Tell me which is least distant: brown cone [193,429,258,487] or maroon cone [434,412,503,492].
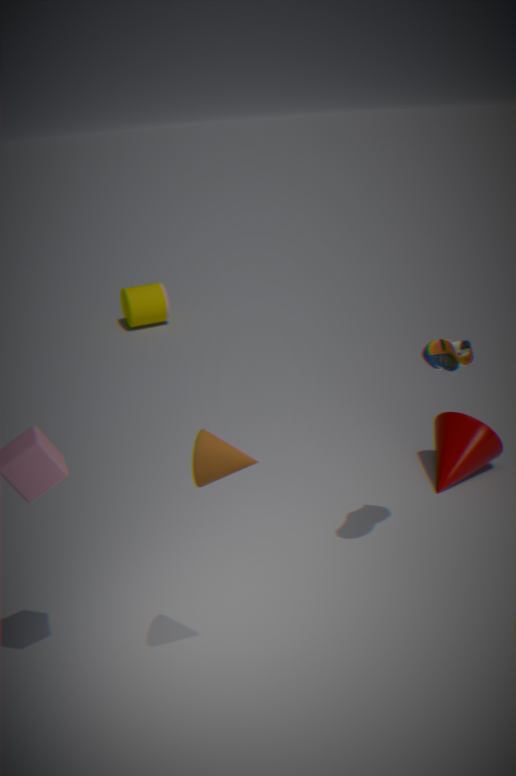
brown cone [193,429,258,487]
